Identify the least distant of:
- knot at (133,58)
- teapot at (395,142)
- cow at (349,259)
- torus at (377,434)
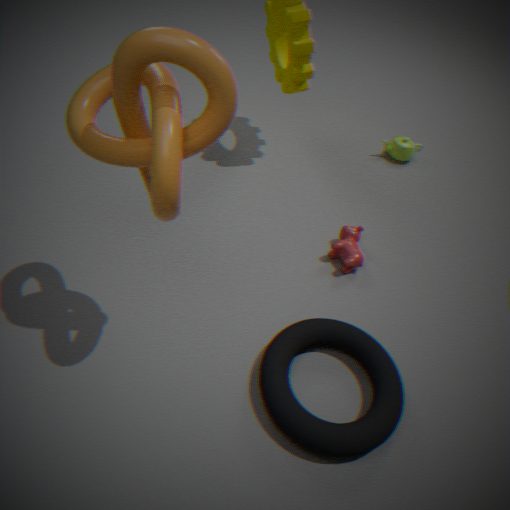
knot at (133,58)
